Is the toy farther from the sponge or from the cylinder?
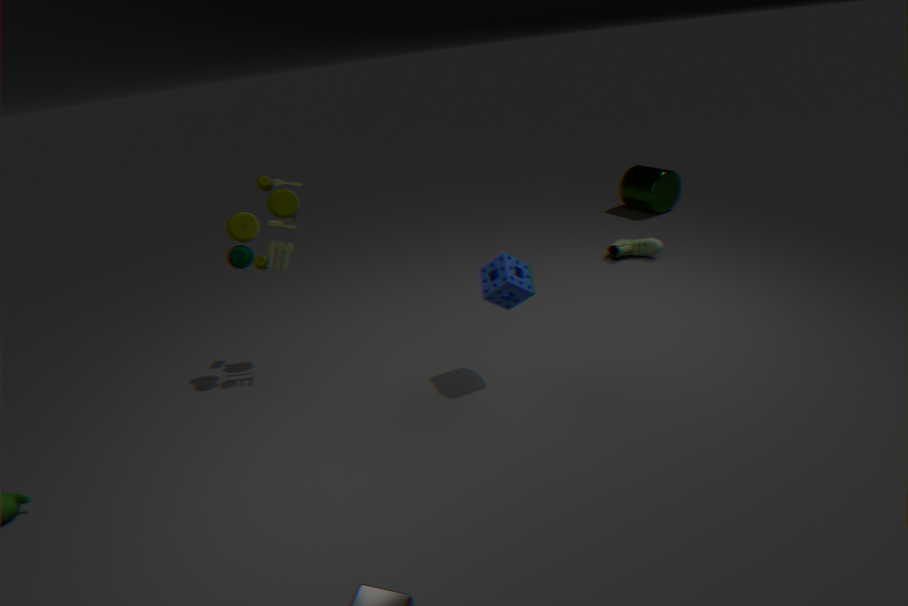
the cylinder
